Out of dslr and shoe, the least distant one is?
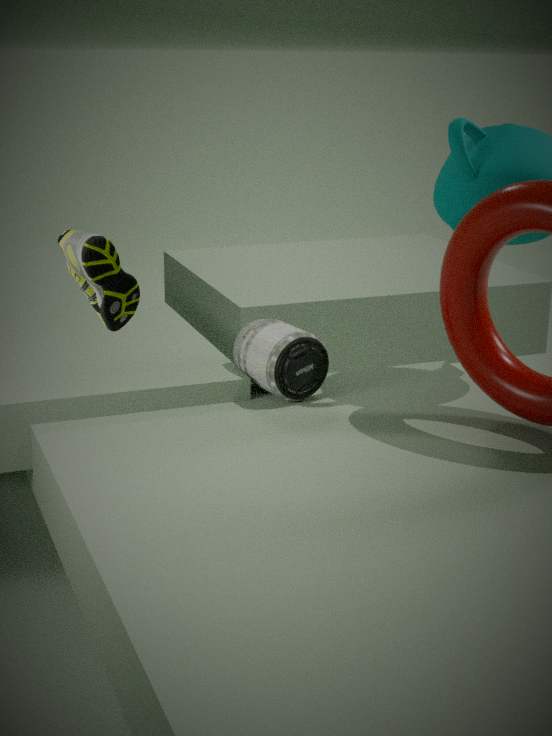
shoe
